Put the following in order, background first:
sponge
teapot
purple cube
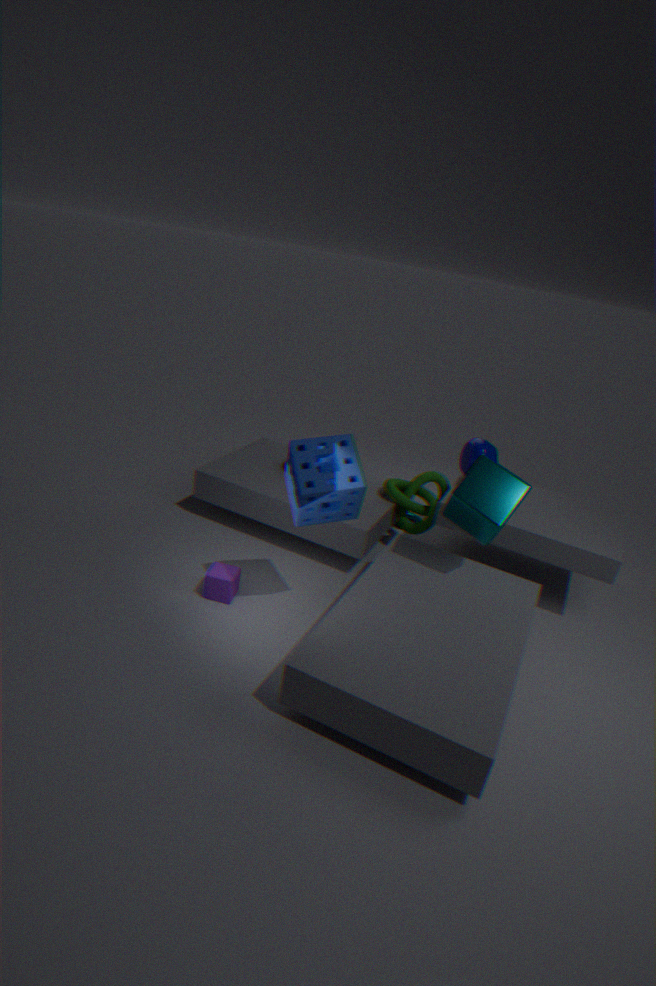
teapot, purple cube, sponge
